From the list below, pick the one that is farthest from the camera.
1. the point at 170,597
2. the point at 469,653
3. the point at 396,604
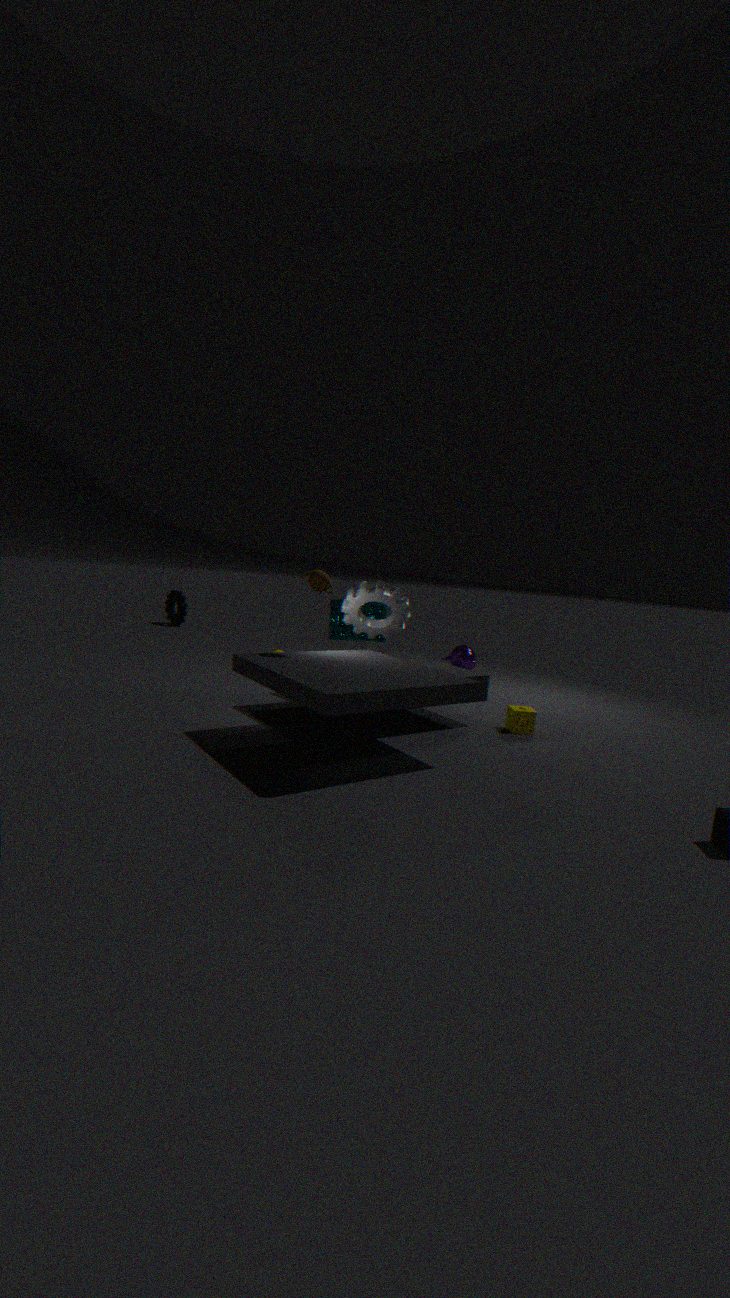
the point at 170,597
